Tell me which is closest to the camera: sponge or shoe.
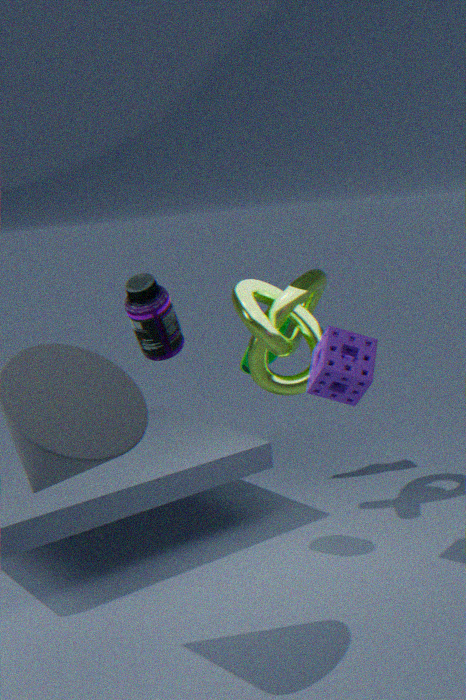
sponge
